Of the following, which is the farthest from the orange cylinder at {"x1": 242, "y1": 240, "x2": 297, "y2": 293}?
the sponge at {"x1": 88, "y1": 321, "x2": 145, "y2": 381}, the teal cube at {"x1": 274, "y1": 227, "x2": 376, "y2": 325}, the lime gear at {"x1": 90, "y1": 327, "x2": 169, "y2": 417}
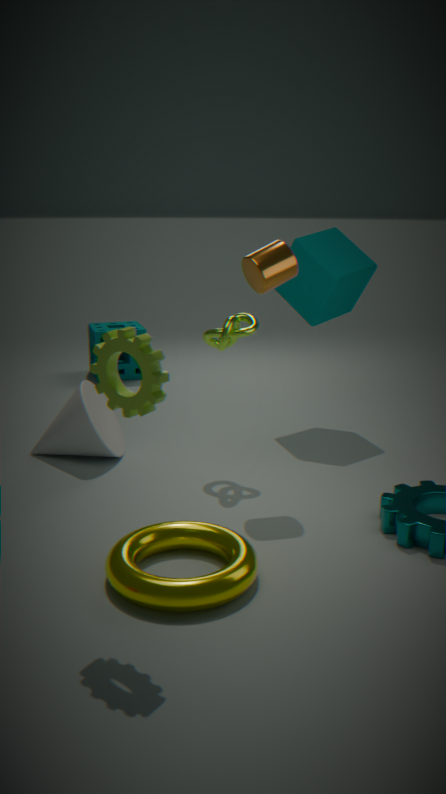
the sponge at {"x1": 88, "y1": 321, "x2": 145, "y2": 381}
